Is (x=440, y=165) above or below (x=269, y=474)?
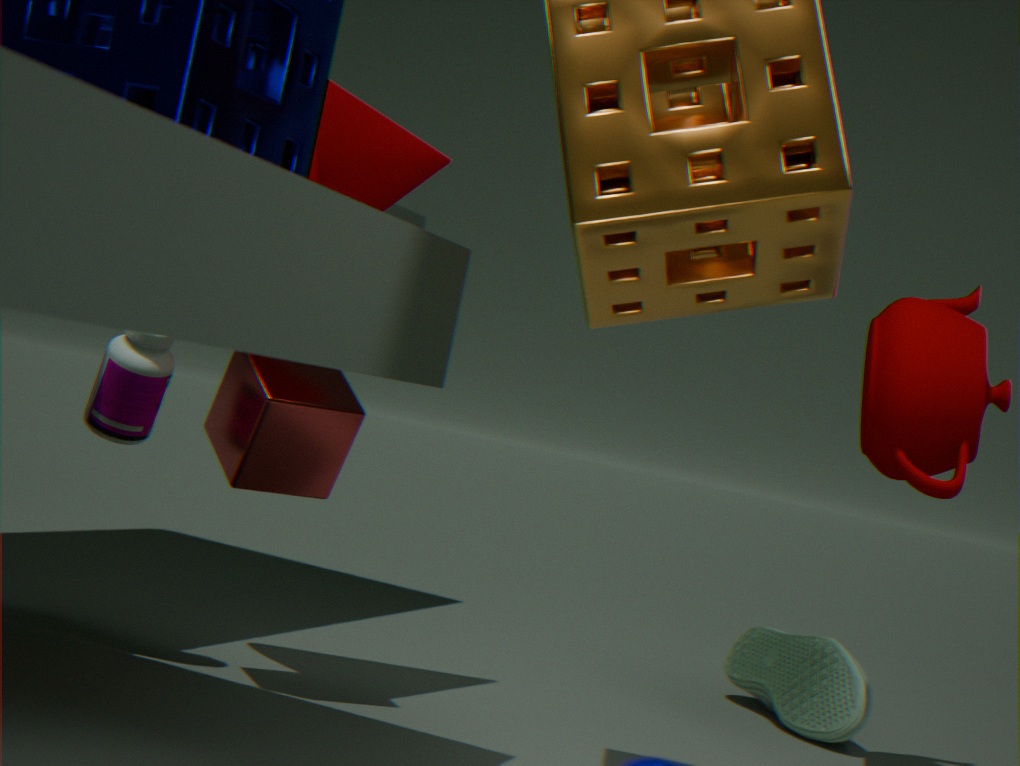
above
